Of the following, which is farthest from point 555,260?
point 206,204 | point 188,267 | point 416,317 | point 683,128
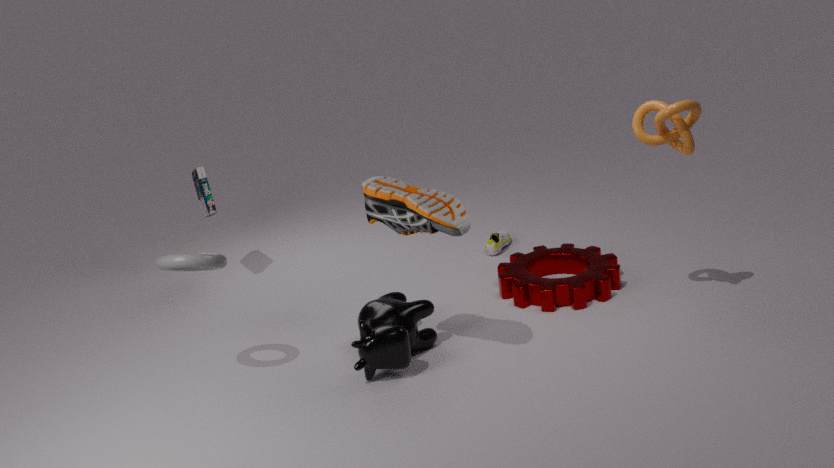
point 206,204
